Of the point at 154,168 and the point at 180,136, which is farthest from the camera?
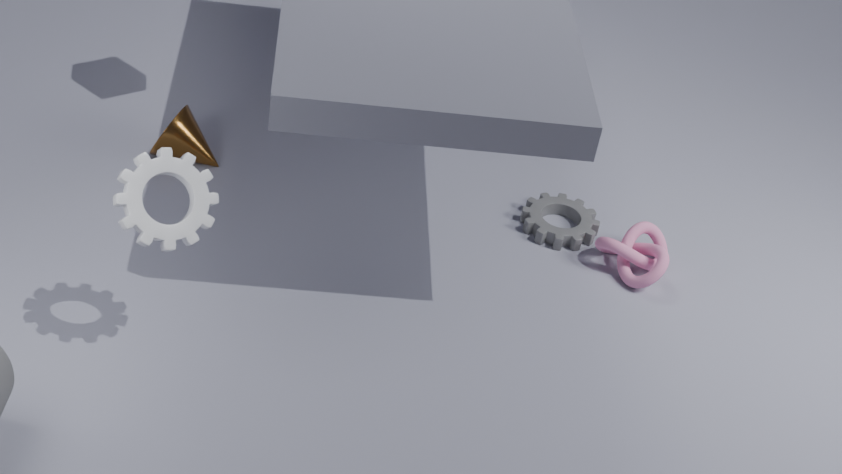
the point at 180,136
